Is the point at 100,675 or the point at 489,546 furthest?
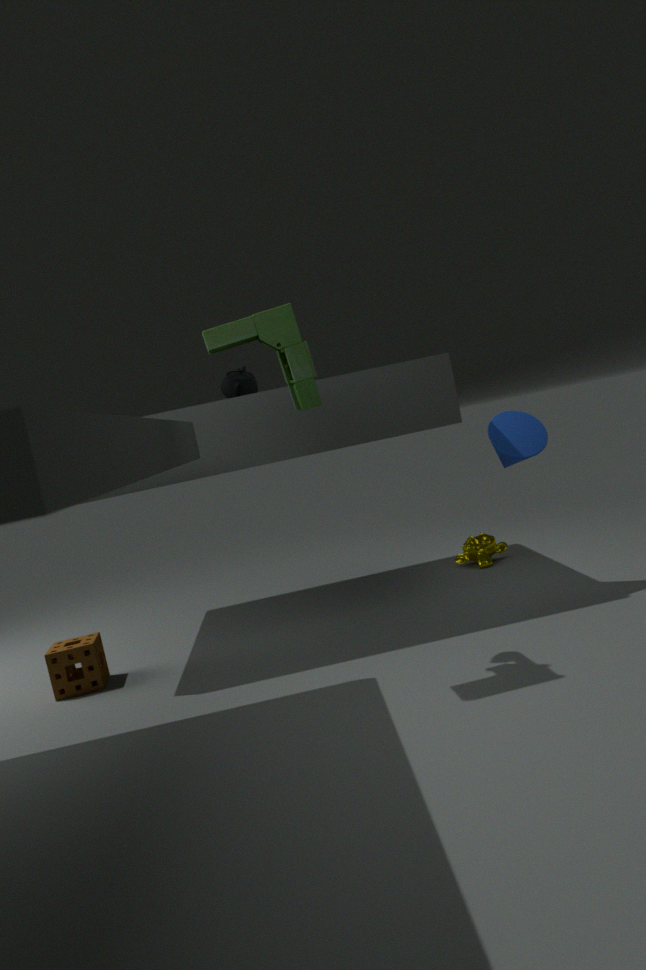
the point at 489,546
